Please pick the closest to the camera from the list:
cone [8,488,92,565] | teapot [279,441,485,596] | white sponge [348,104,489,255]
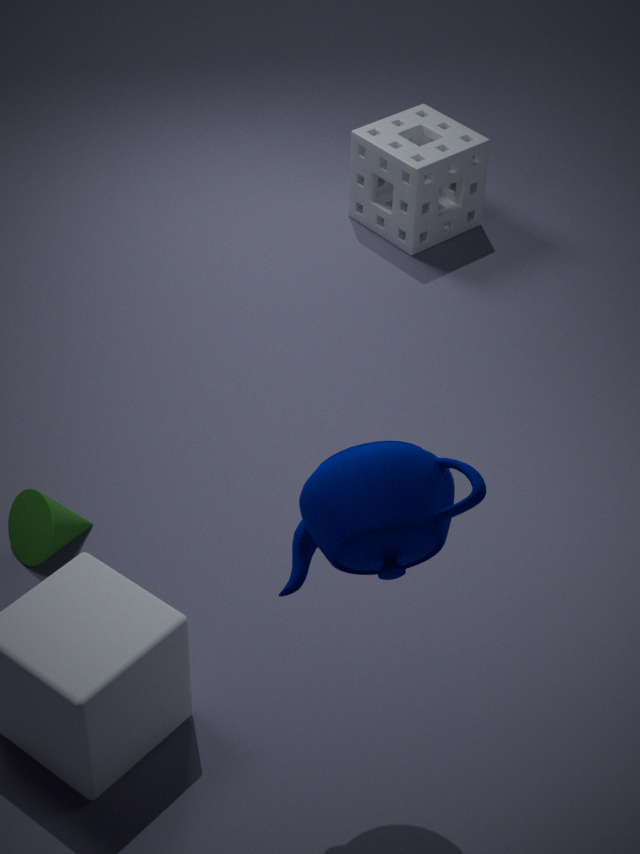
teapot [279,441,485,596]
